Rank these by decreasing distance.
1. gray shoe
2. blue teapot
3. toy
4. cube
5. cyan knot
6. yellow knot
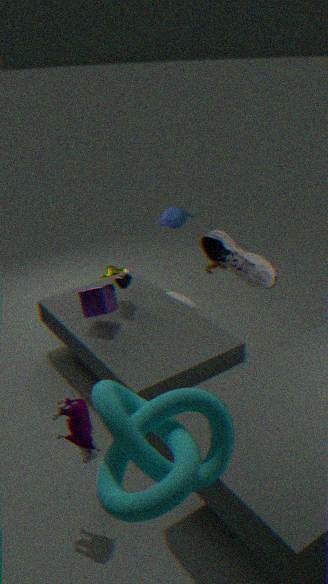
yellow knot, blue teapot, cube, gray shoe, toy, cyan knot
